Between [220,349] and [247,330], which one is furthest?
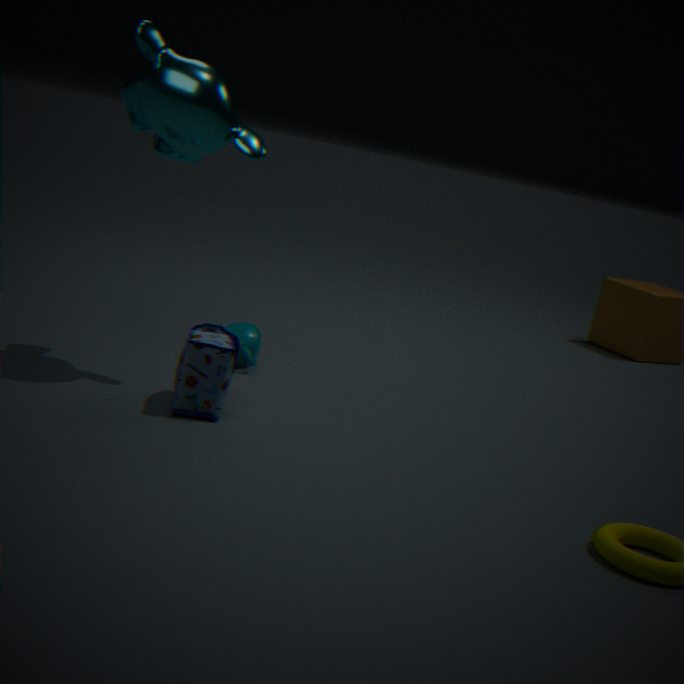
[247,330]
